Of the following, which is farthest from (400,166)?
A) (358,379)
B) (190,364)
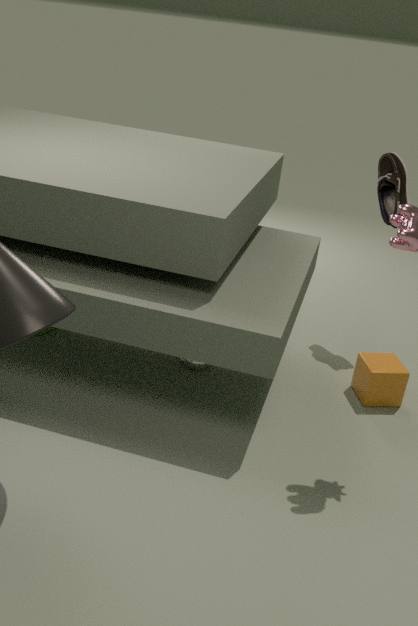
(190,364)
